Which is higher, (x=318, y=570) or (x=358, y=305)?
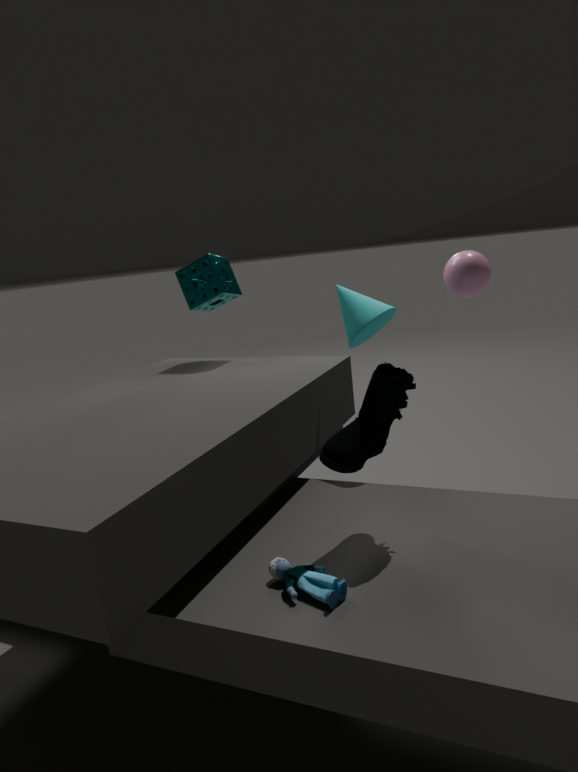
(x=358, y=305)
